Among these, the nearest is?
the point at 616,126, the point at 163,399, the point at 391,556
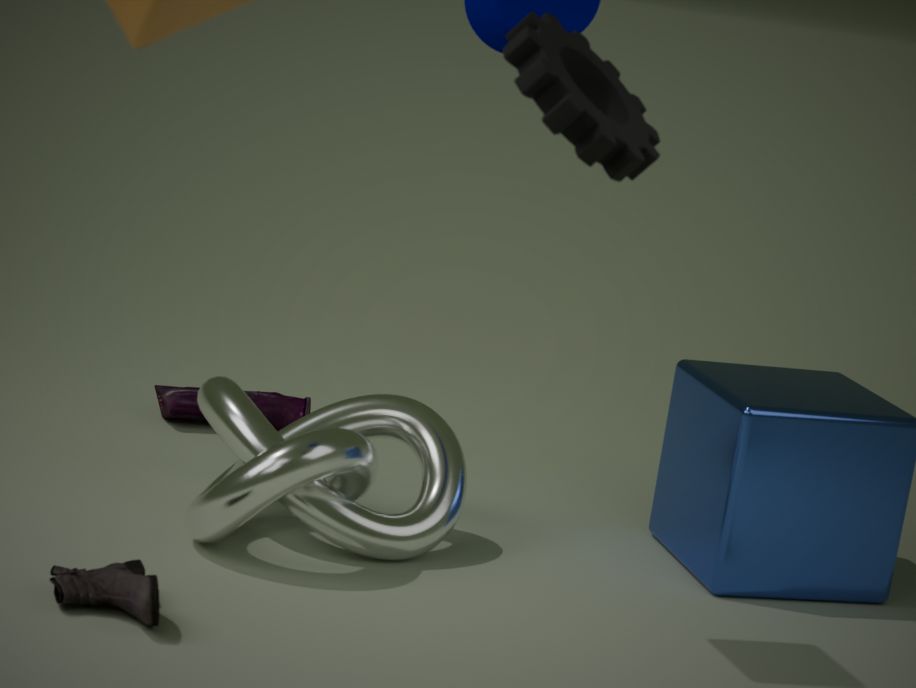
the point at 616,126
